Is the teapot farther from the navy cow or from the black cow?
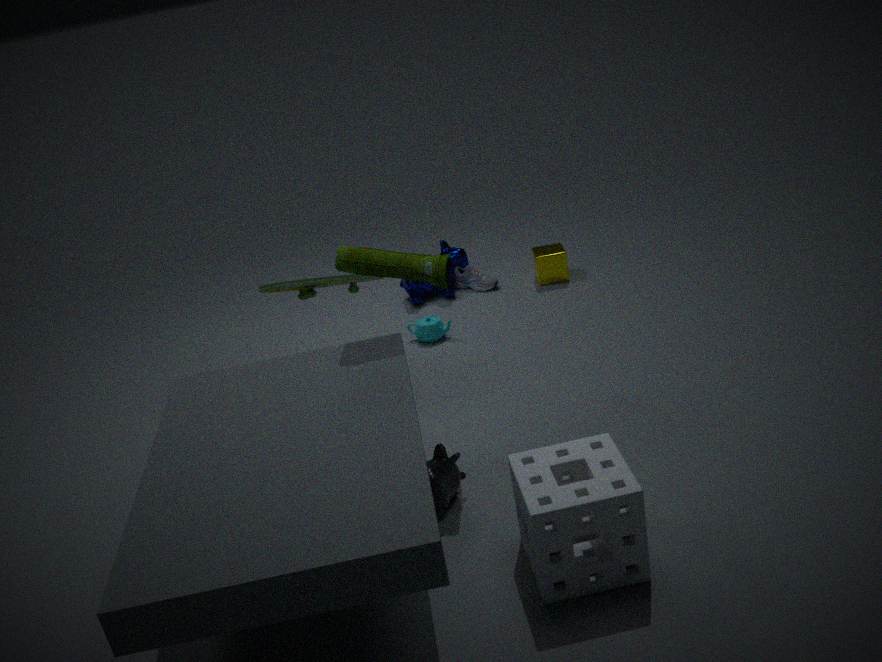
the black cow
